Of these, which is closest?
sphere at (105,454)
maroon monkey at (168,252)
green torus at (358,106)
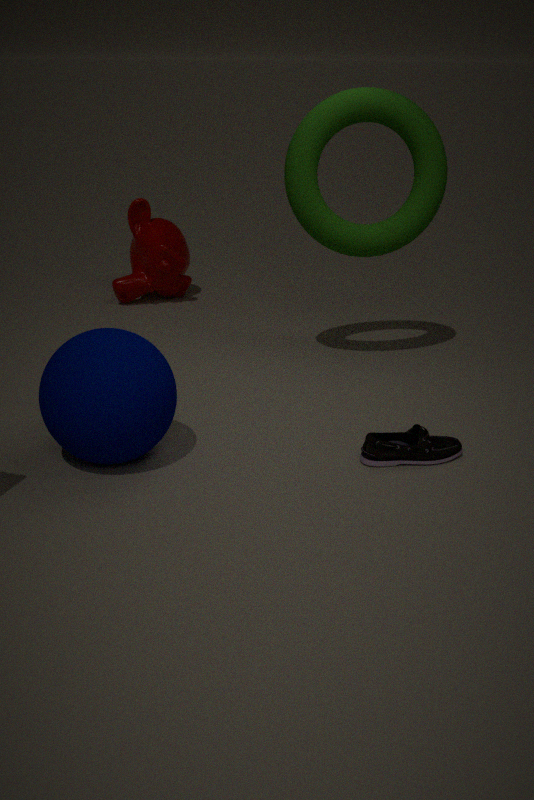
sphere at (105,454)
